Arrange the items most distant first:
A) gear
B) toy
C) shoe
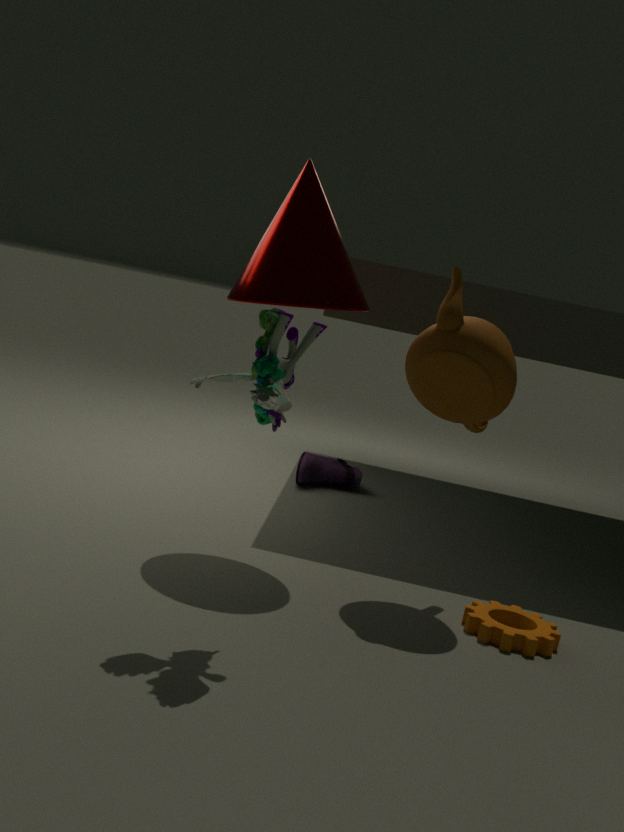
shoe
gear
toy
